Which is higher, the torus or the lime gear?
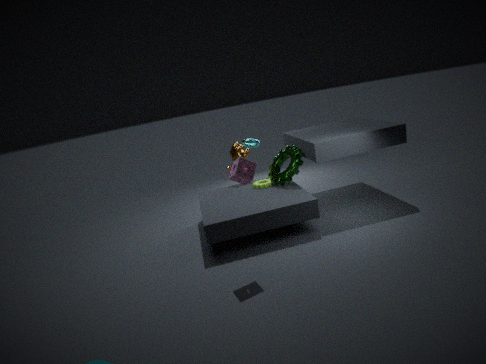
the torus
